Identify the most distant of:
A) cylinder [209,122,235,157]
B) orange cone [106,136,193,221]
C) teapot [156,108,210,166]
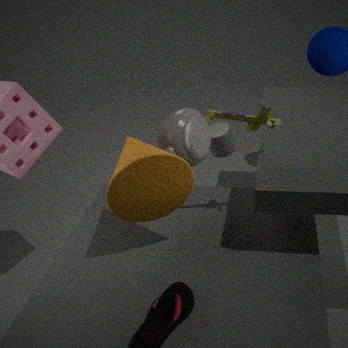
cylinder [209,122,235,157]
